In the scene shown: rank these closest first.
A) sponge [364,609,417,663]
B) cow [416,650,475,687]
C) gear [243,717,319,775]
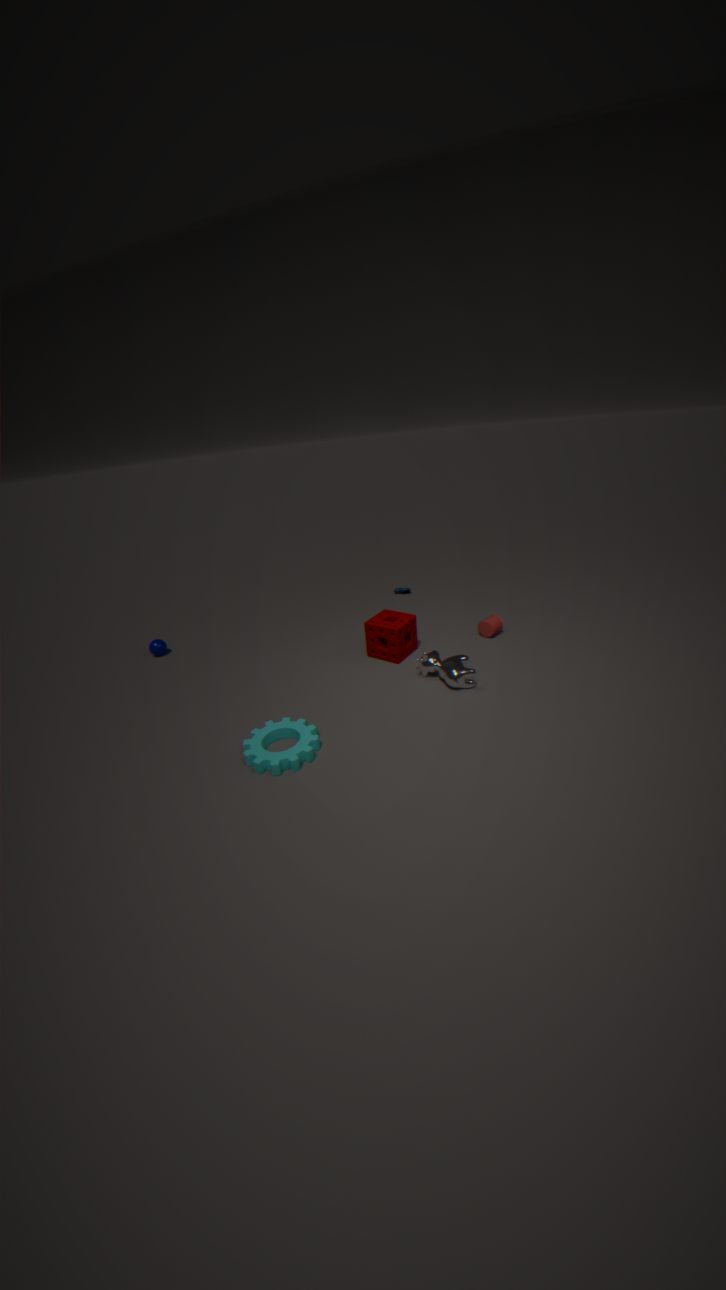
C. gear [243,717,319,775] → B. cow [416,650,475,687] → A. sponge [364,609,417,663]
